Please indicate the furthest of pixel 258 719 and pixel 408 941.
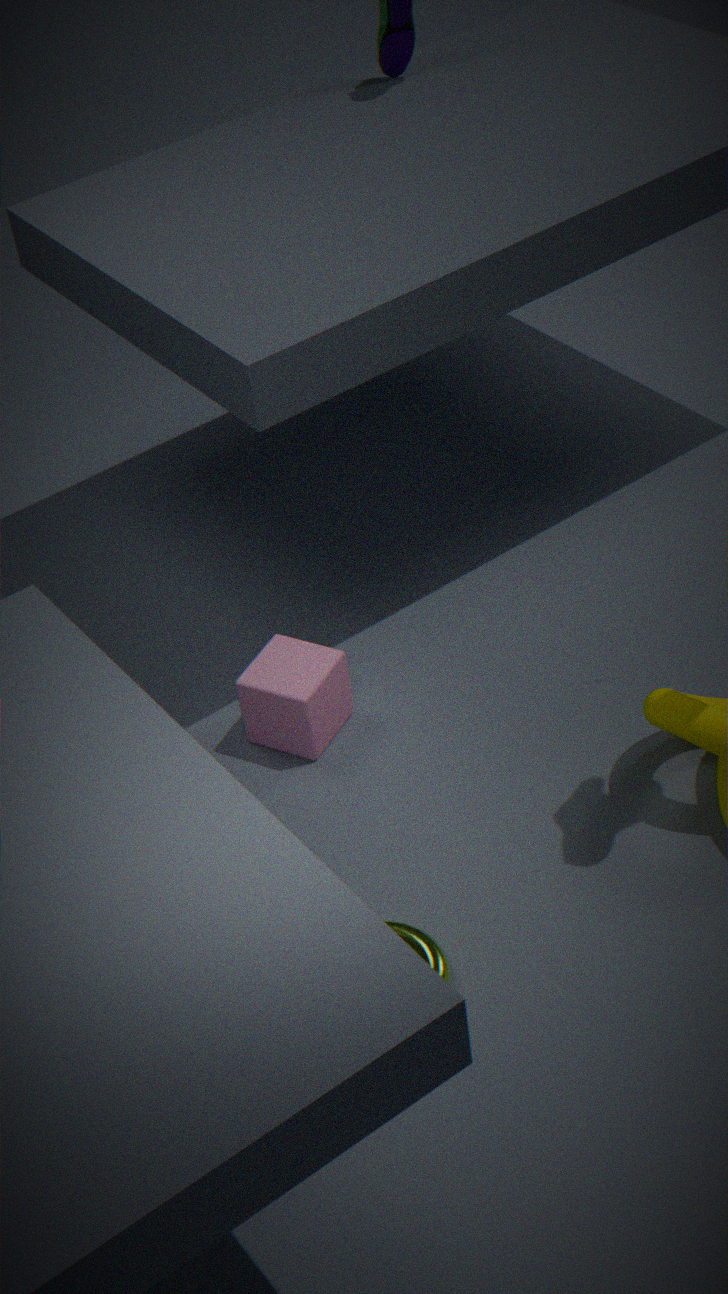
pixel 258 719
